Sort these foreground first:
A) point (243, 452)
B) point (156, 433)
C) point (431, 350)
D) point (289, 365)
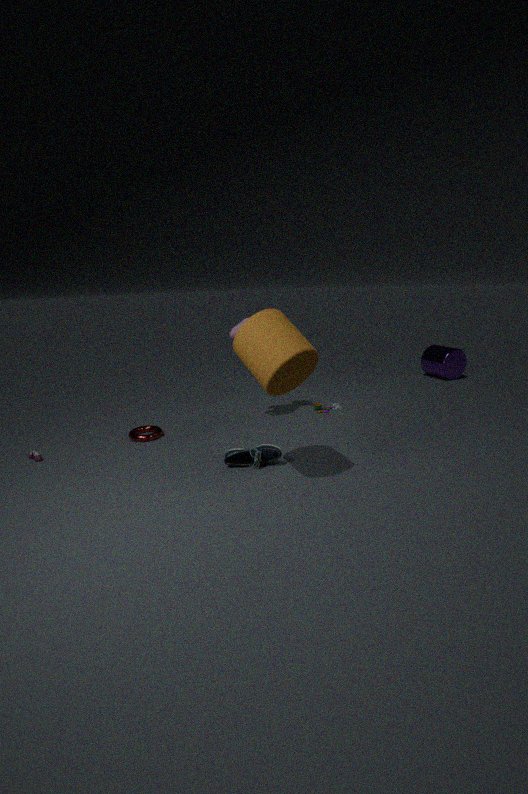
point (289, 365) < point (243, 452) < point (156, 433) < point (431, 350)
